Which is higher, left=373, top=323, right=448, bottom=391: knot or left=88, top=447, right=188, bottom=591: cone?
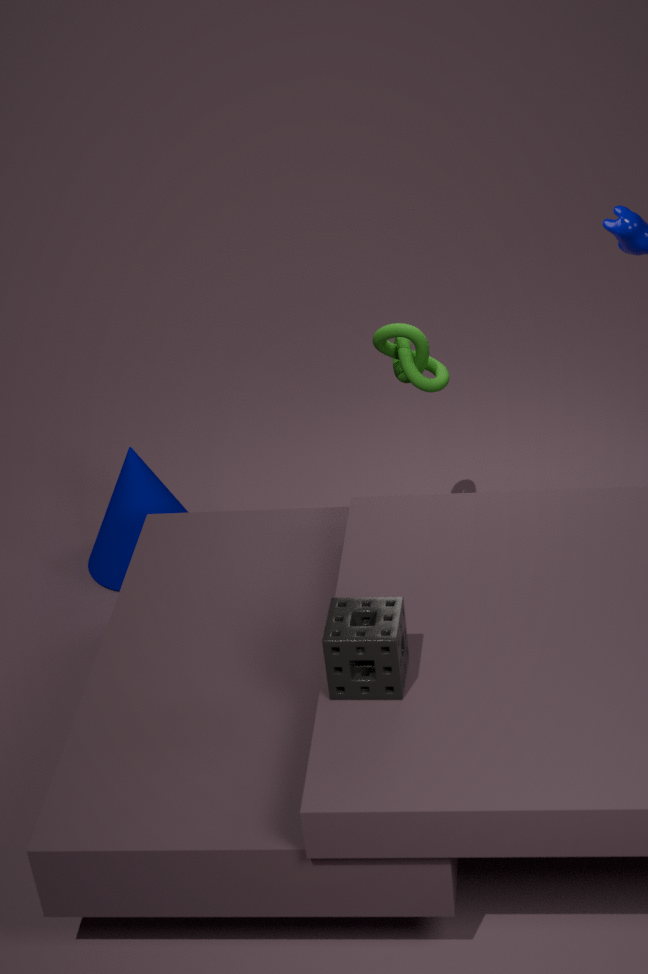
left=373, top=323, right=448, bottom=391: knot
